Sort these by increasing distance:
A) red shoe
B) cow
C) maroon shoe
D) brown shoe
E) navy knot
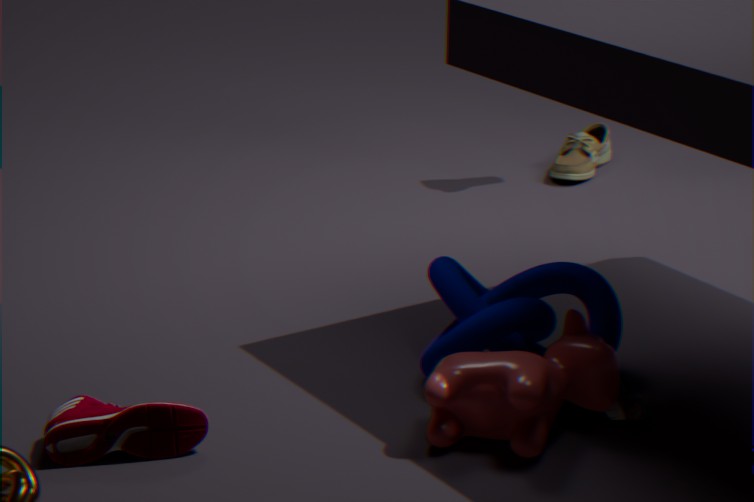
1. maroon shoe
2. cow
3. red shoe
4. navy knot
5. brown shoe
